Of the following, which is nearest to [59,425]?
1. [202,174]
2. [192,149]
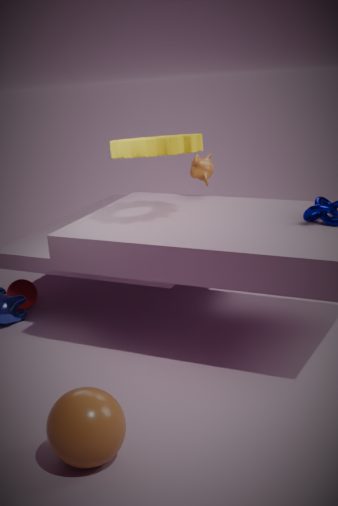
[192,149]
